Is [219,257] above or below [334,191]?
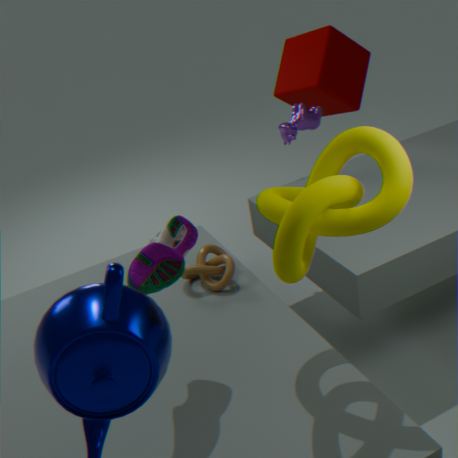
below
